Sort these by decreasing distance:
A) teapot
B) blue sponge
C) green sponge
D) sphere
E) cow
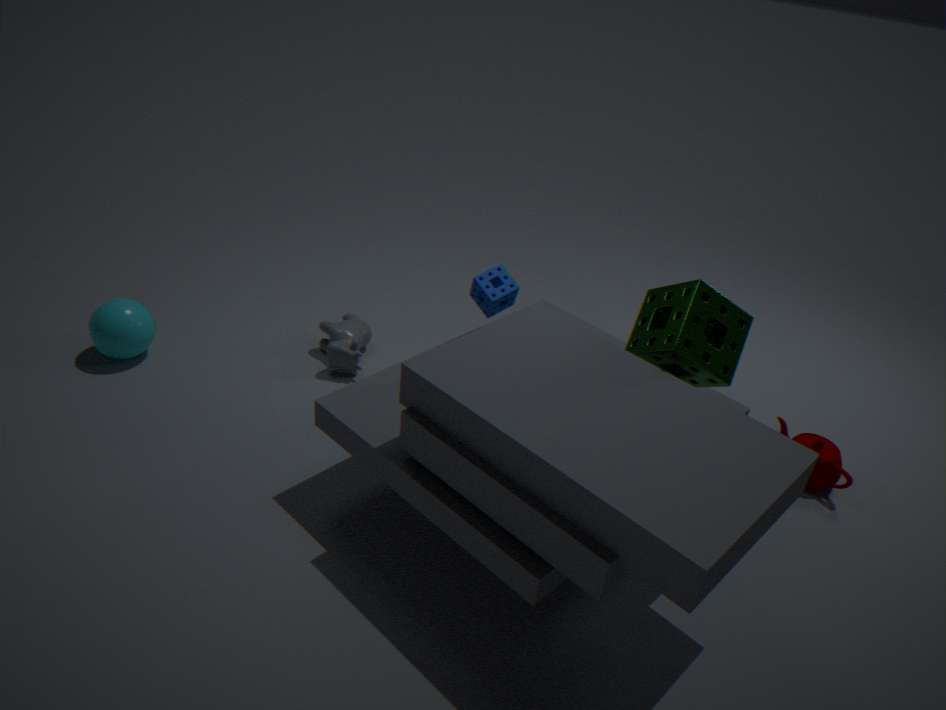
cow < sphere < teapot < blue sponge < green sponge
